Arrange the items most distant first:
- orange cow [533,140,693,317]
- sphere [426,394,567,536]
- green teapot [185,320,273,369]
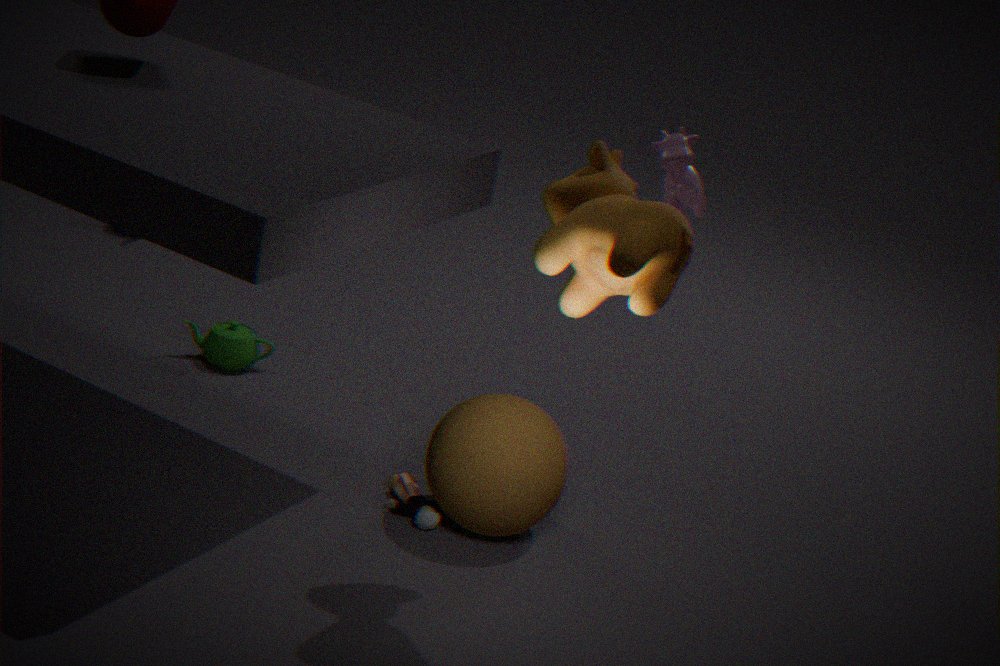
green teapot [185,320,273,369]
sphere [426,394,567,536]
orange cow [533,140,693,317]
